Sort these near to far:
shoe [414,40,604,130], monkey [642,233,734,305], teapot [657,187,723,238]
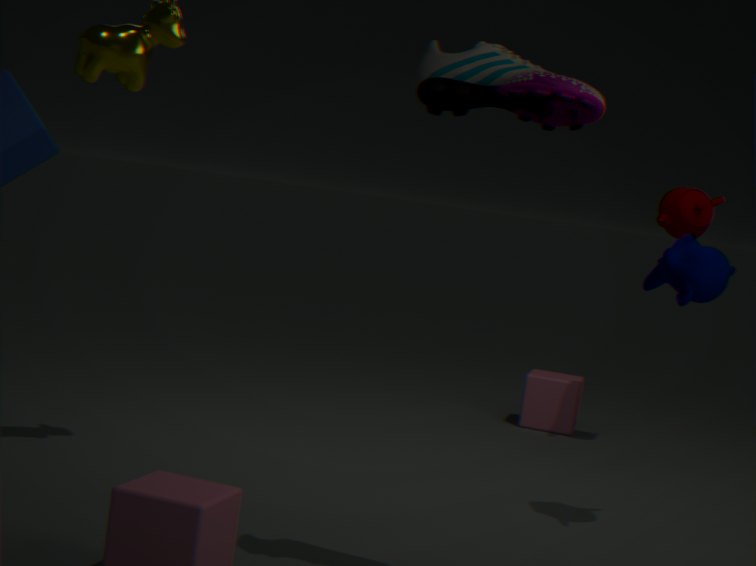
shoe [414,40,604,130], monkey [642,233,734,305], teapot [657,187,723,238]
